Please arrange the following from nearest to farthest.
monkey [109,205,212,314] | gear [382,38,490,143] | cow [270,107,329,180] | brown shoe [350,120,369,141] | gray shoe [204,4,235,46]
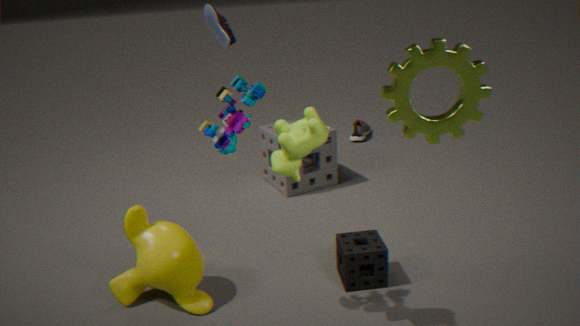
gear [382,38,490,143], cow [270,107,329,180], monkey [109,205,212,314], gray shoe [204,4,235,46], brown shoe [350,120,369,141]
